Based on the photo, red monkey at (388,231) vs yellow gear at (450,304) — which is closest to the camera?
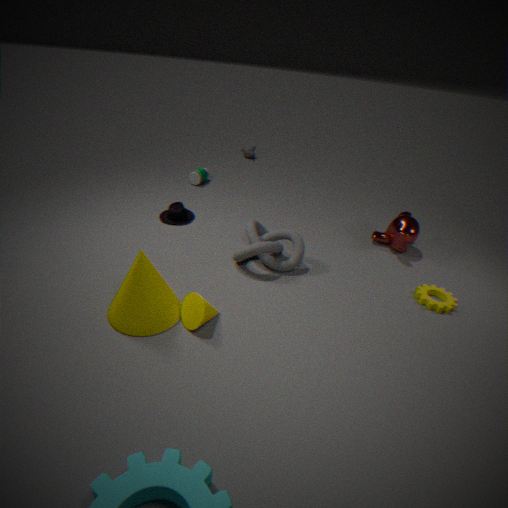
yellow gear at (450,304)
